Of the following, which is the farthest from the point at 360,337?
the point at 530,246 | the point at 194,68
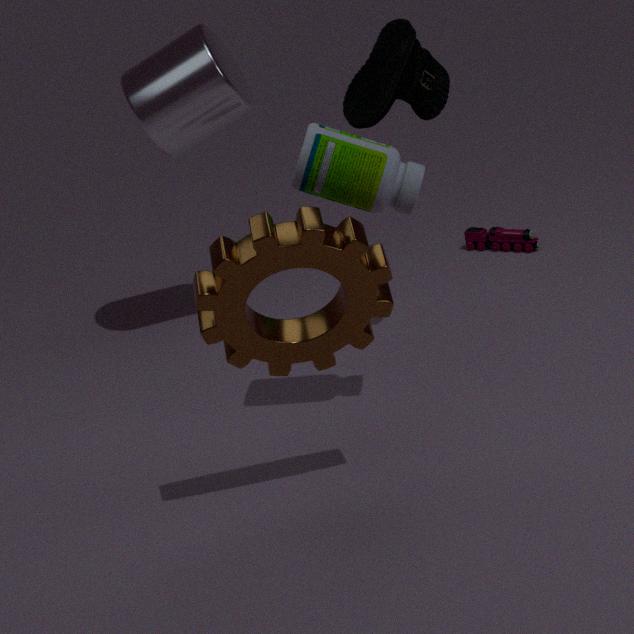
the point at 530,246
